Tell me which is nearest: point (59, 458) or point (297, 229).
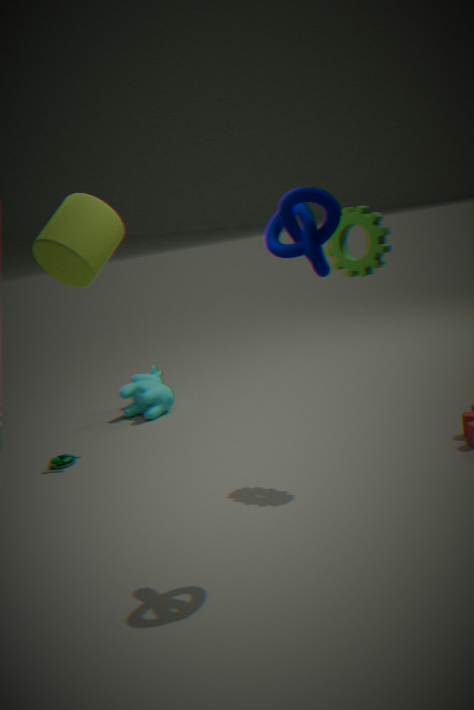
point (297, 229)
